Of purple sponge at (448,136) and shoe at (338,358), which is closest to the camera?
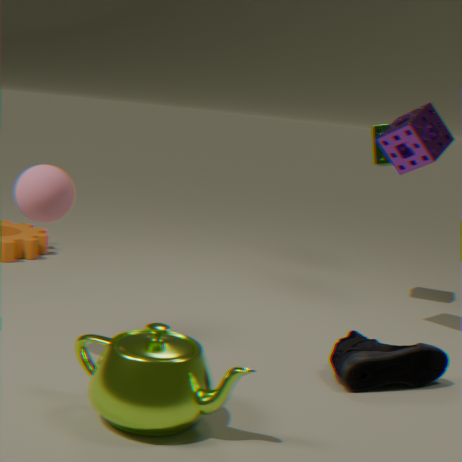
shoe at (338,358)
